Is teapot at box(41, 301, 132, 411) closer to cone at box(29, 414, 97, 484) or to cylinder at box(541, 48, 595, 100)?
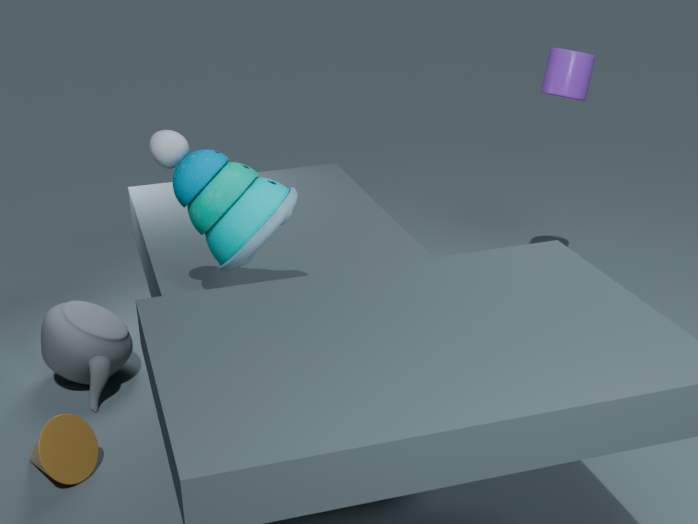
cone at box(29, 414, 97, 484)
